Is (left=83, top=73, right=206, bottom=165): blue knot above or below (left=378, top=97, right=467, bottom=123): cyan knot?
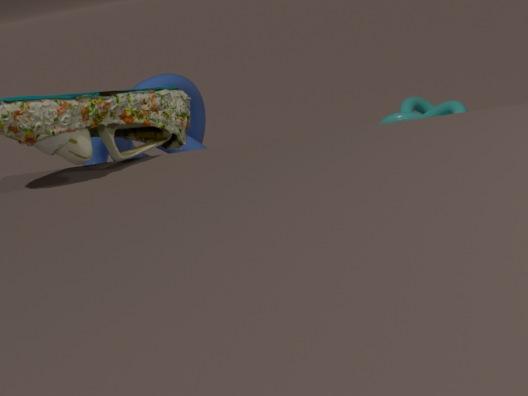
above
